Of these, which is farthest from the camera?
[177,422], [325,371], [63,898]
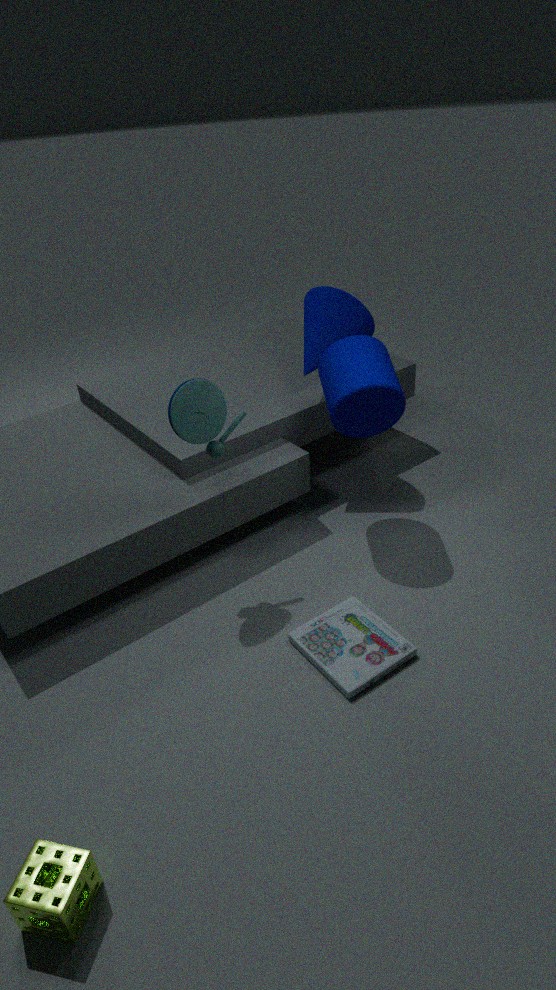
[325,371]
